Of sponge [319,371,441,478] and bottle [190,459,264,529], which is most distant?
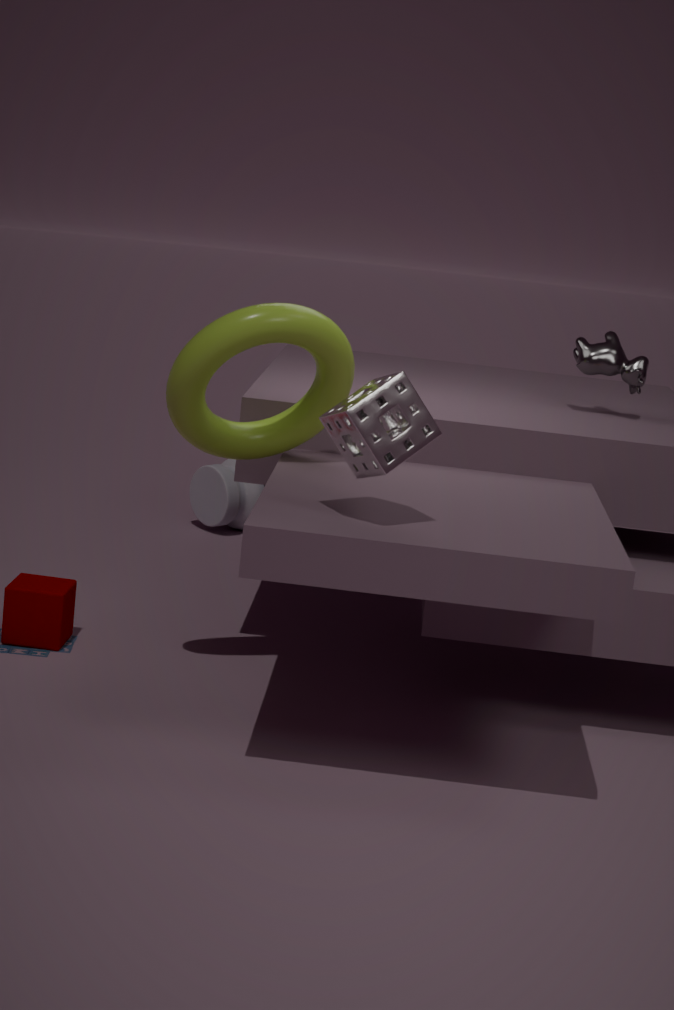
bottle [190,459,264,529]
